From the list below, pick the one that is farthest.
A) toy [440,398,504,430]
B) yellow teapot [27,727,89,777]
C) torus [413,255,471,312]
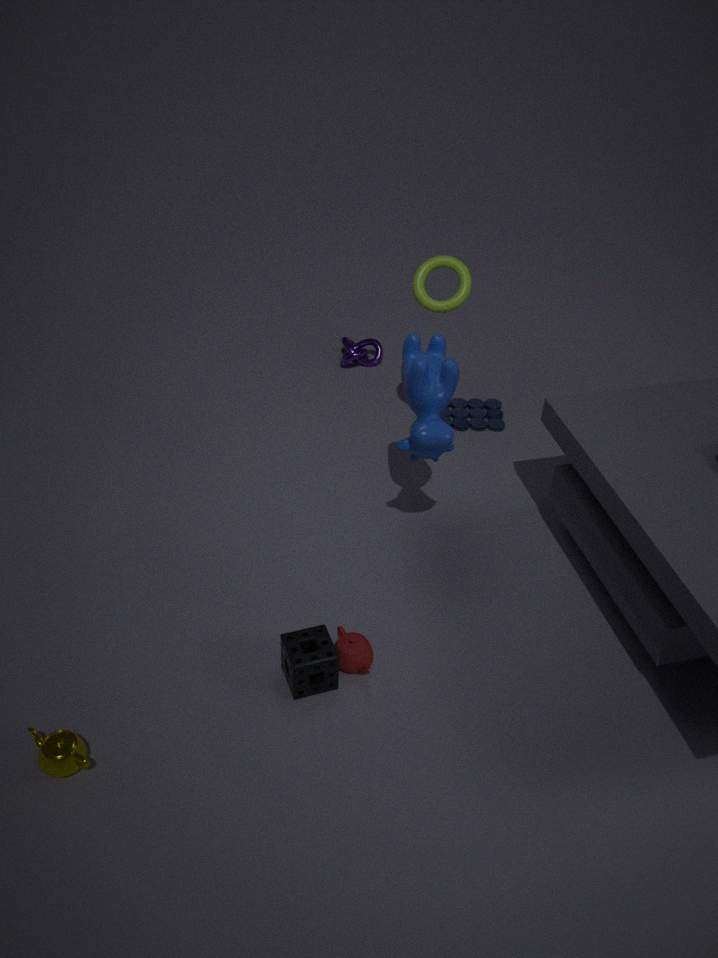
toy [440,398,504,430]
